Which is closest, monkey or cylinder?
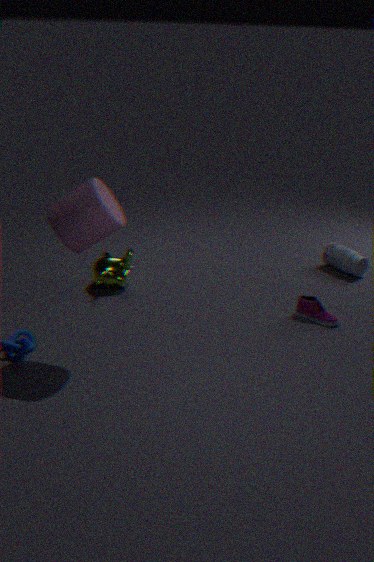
cylinder
